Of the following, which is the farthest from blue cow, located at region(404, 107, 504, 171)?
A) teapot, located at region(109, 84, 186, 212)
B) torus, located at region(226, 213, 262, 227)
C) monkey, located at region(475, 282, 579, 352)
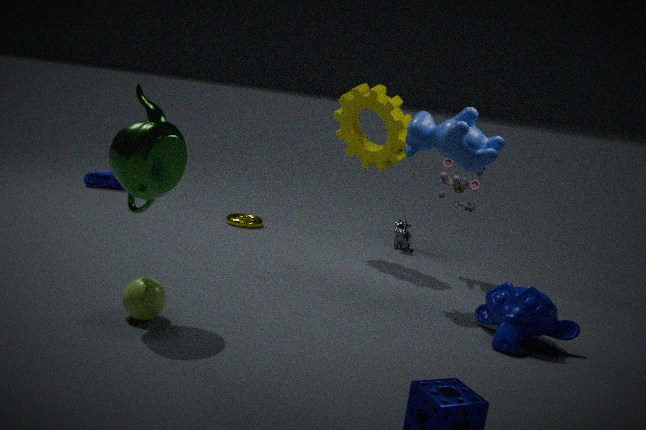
torus, located at region(226, 213, 262, 227)
